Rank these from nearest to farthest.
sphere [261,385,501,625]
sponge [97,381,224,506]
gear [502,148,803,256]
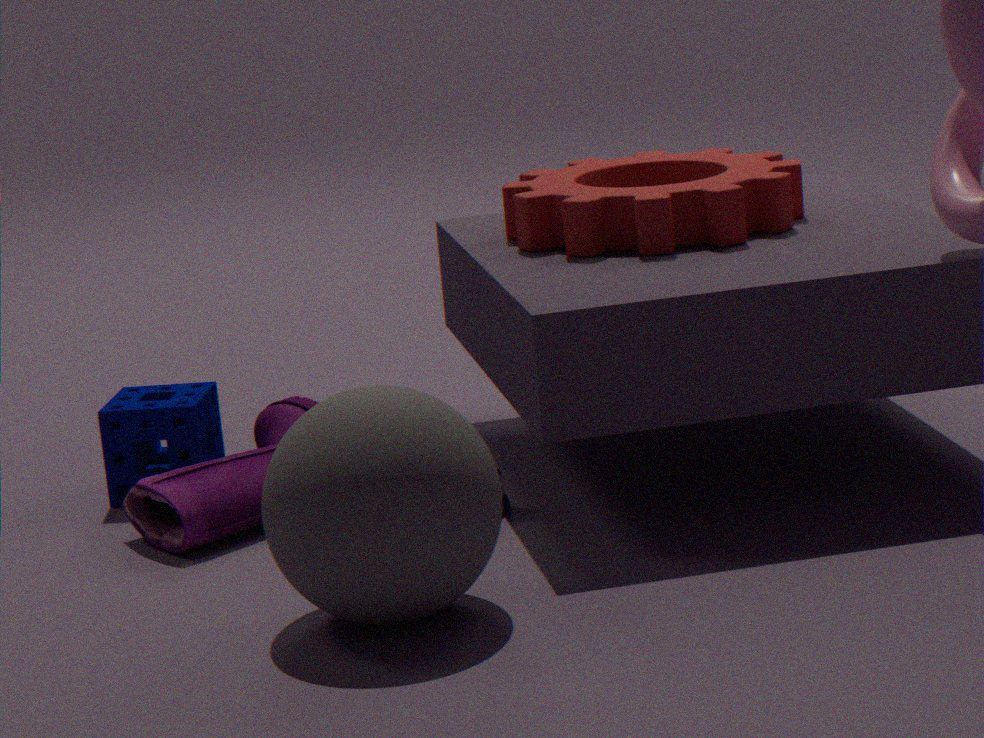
sphere [261,385,501,625]
gear [502,148,803,256]
sponge [97,381,224,506]
